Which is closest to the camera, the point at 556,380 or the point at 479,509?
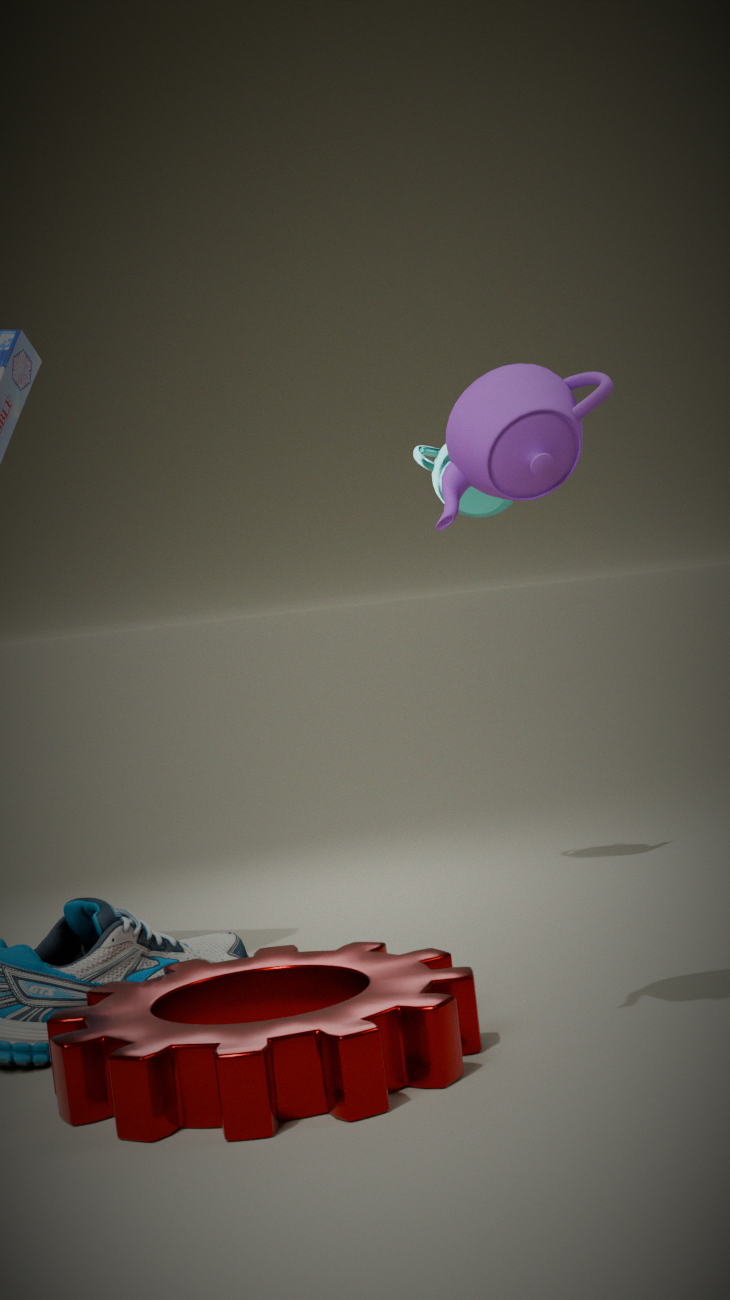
the point at 556,380
